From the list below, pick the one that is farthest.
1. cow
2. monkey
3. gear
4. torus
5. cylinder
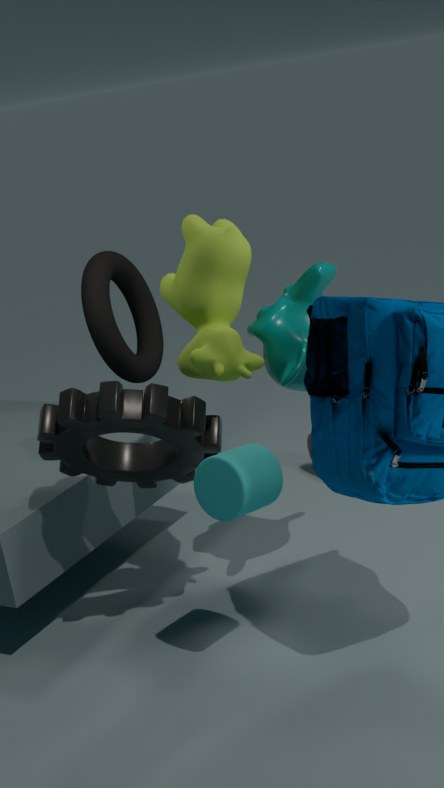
torus
